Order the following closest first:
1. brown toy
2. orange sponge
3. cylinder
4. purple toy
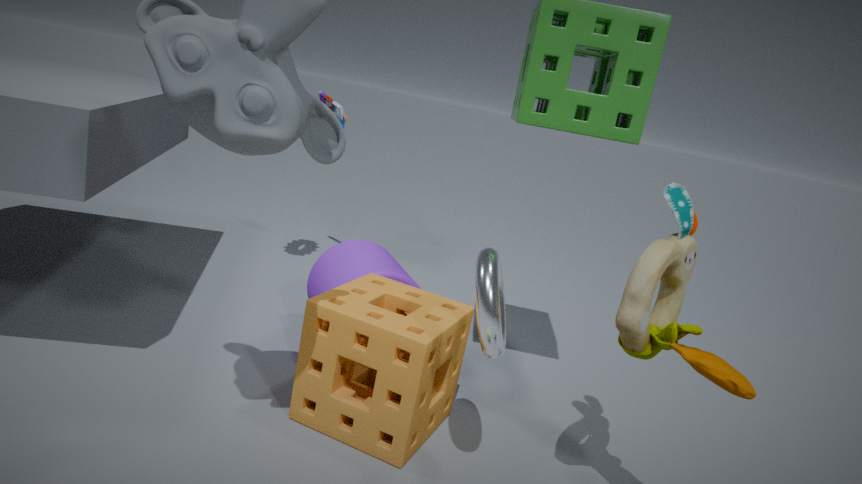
brown toy
orange sponge
cylinder
purple toy
